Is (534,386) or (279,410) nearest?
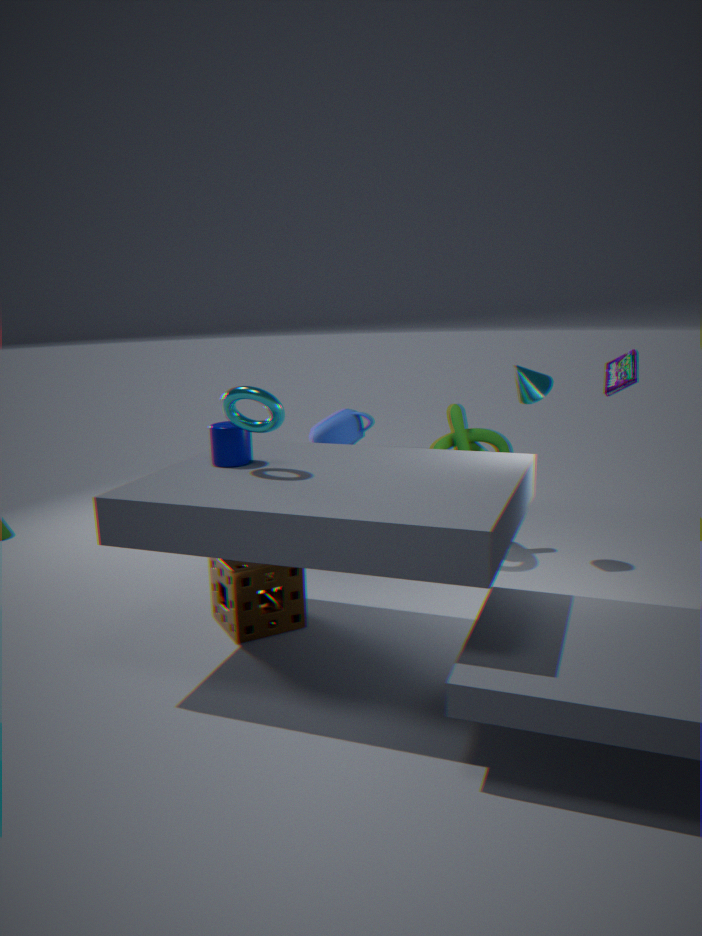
(279,410)
